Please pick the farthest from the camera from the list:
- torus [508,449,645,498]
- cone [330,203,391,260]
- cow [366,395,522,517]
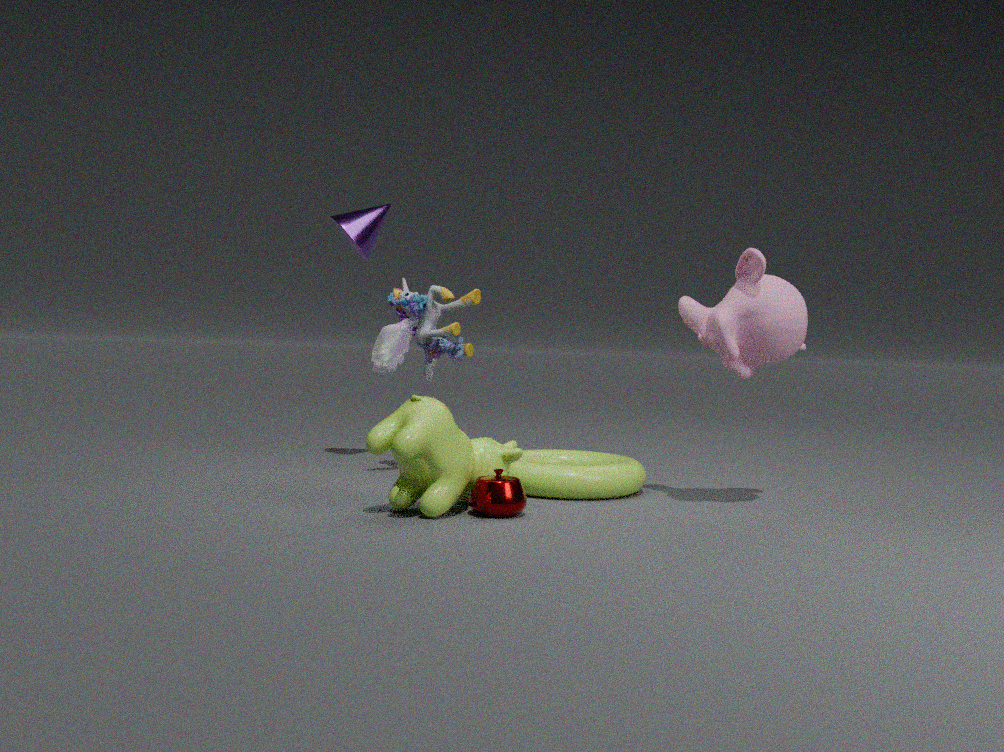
cone [330,203,391,260]
